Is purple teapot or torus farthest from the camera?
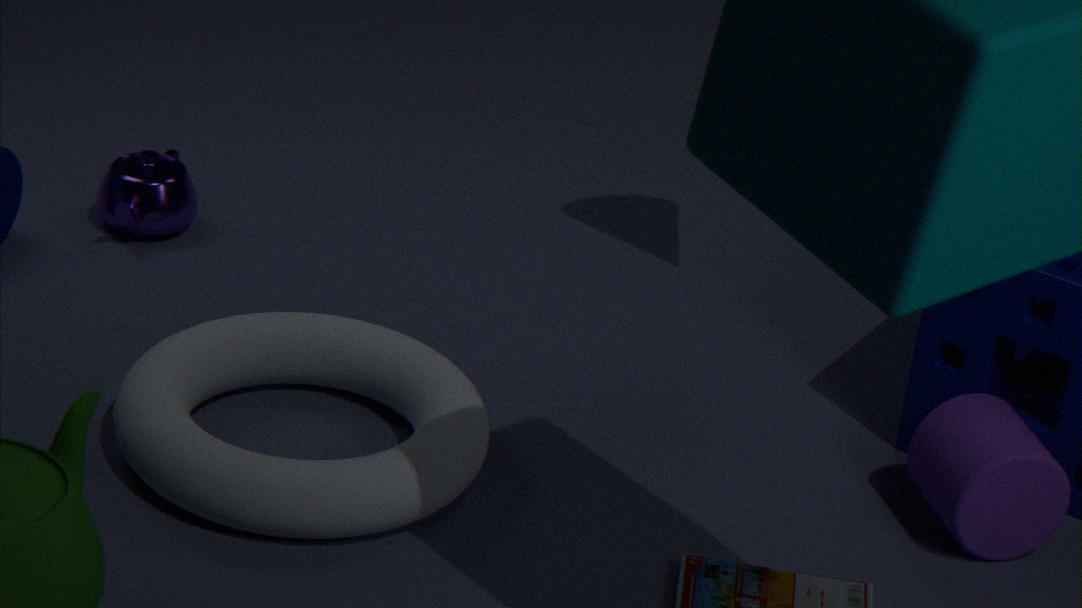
purple teapot
